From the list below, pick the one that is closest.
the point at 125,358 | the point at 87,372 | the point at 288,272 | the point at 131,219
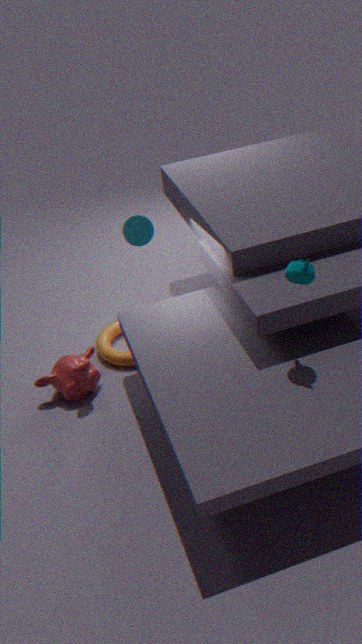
the point at 288,272
